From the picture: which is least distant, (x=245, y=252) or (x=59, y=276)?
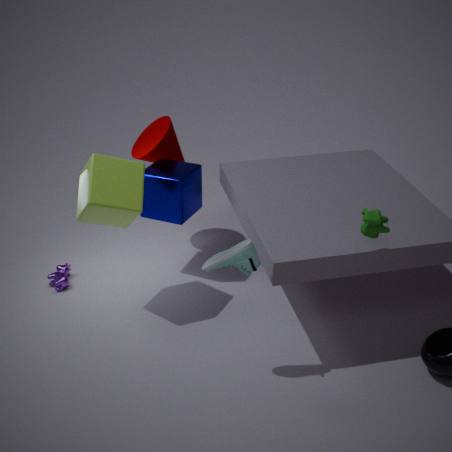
(x=245, y=252)
